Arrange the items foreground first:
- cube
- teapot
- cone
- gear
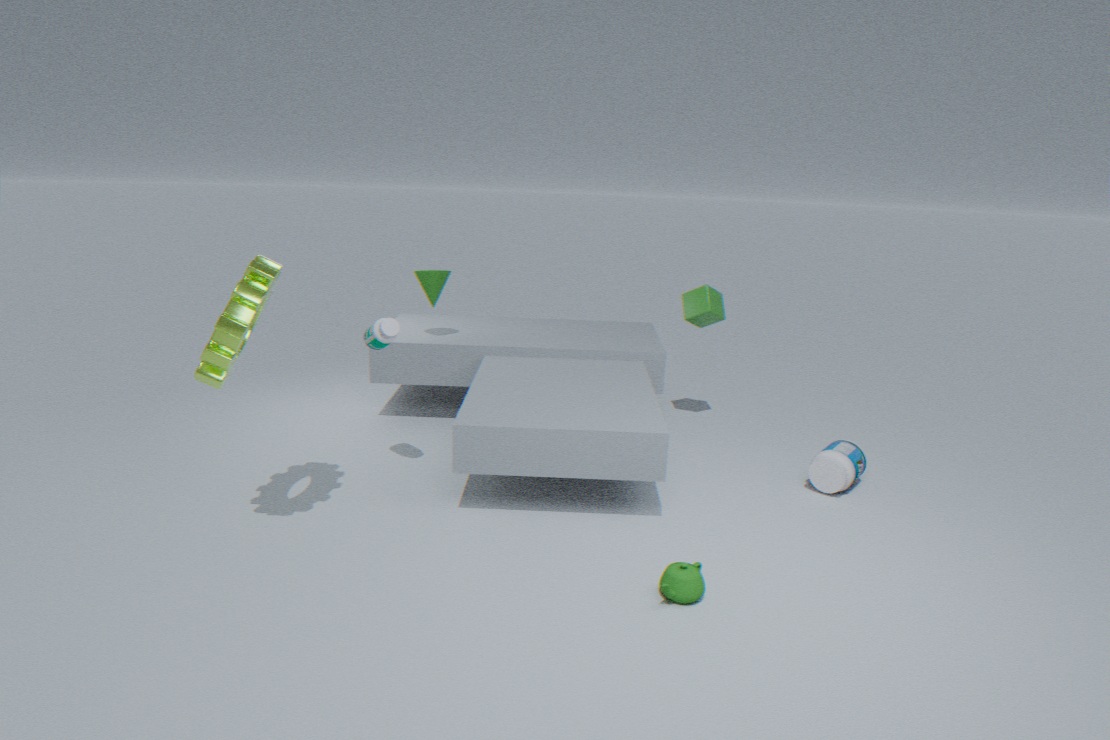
teapot
gear
cone
cube
